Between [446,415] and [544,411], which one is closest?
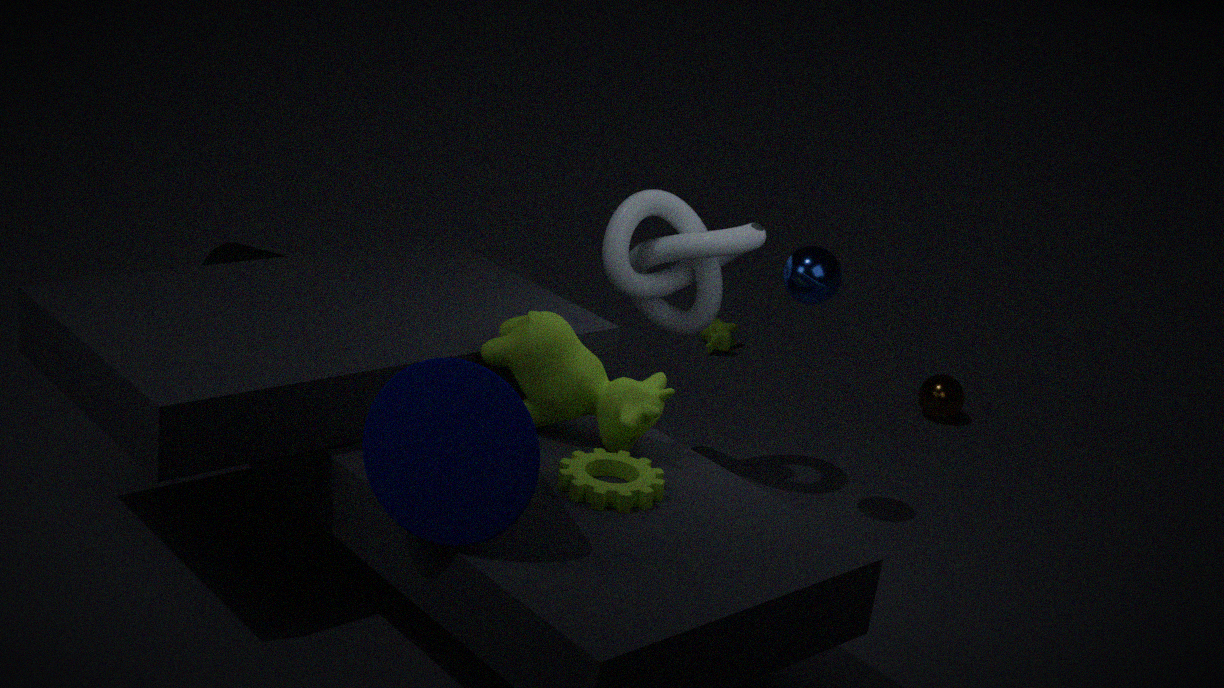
[446,415]
